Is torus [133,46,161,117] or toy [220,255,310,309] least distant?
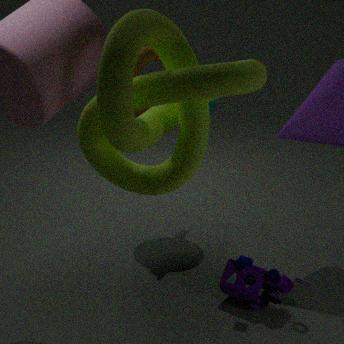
torus [133,46,161,117]
